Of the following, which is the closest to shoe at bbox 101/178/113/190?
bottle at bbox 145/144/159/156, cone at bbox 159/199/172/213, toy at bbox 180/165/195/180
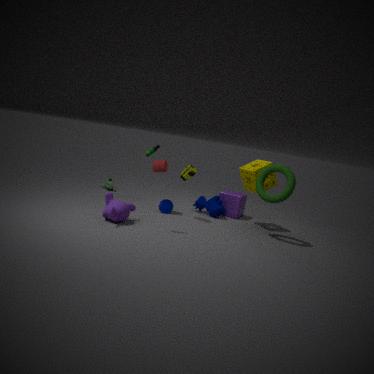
cone at bbox 159/199/172/213
